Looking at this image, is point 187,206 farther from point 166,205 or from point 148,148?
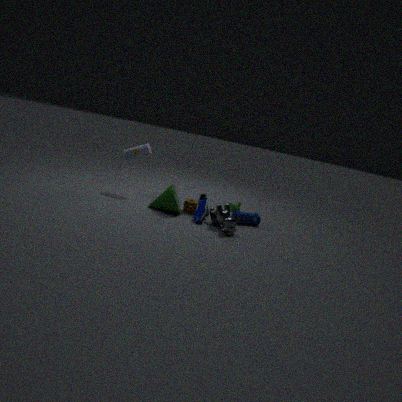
point 148,148
